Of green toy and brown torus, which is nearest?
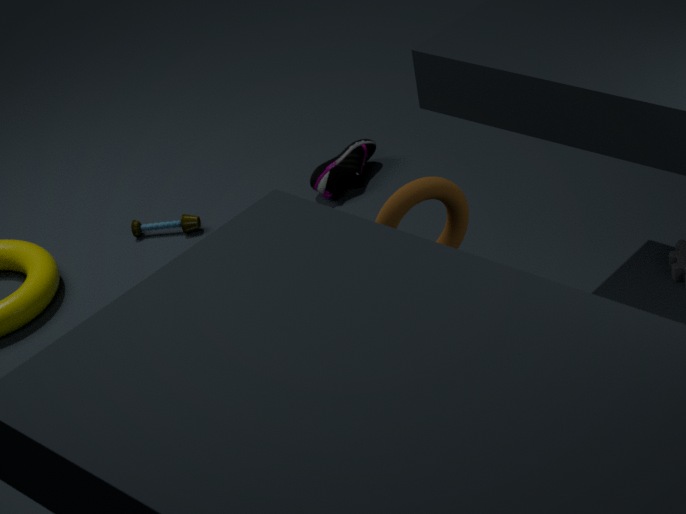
brown torus
